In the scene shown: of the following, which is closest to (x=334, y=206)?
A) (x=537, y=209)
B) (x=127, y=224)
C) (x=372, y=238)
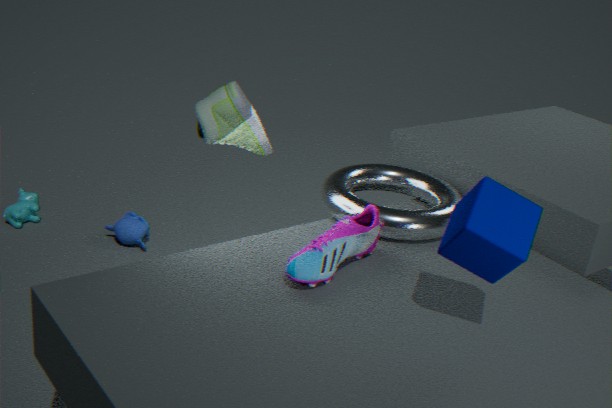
(x=372, y=238)
